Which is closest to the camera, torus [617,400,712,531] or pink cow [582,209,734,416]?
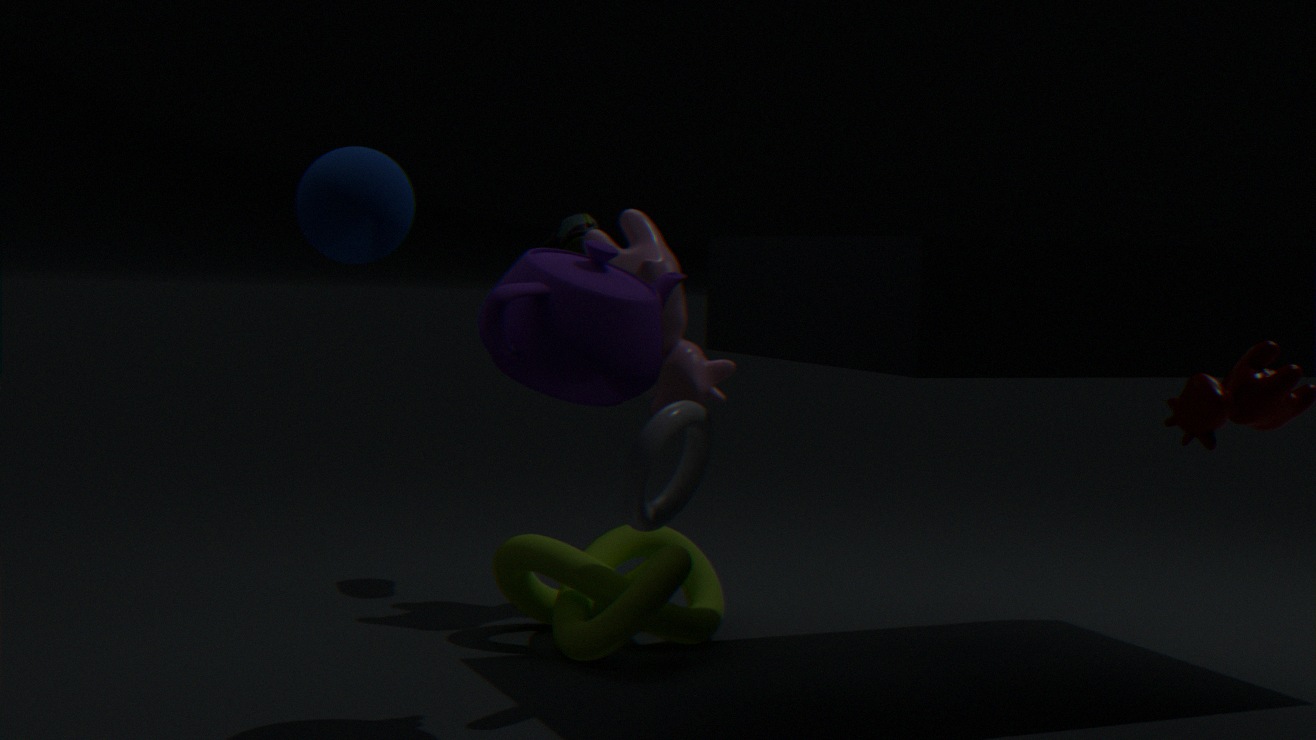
torus [617,400,712,531]
